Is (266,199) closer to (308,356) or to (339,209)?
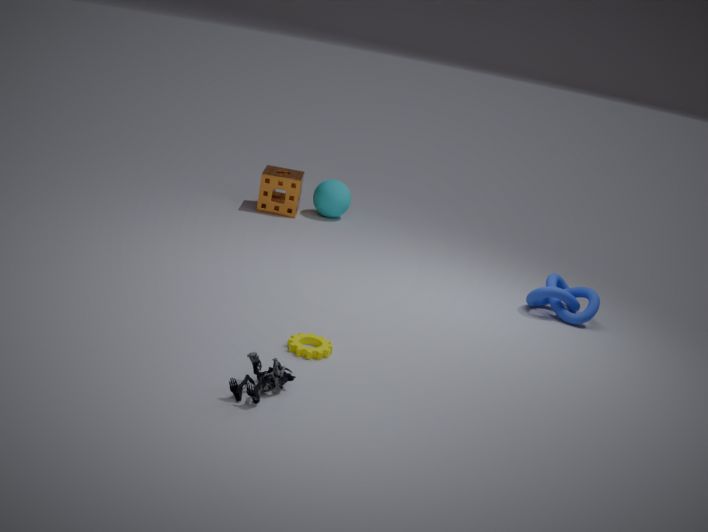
(339,209)
